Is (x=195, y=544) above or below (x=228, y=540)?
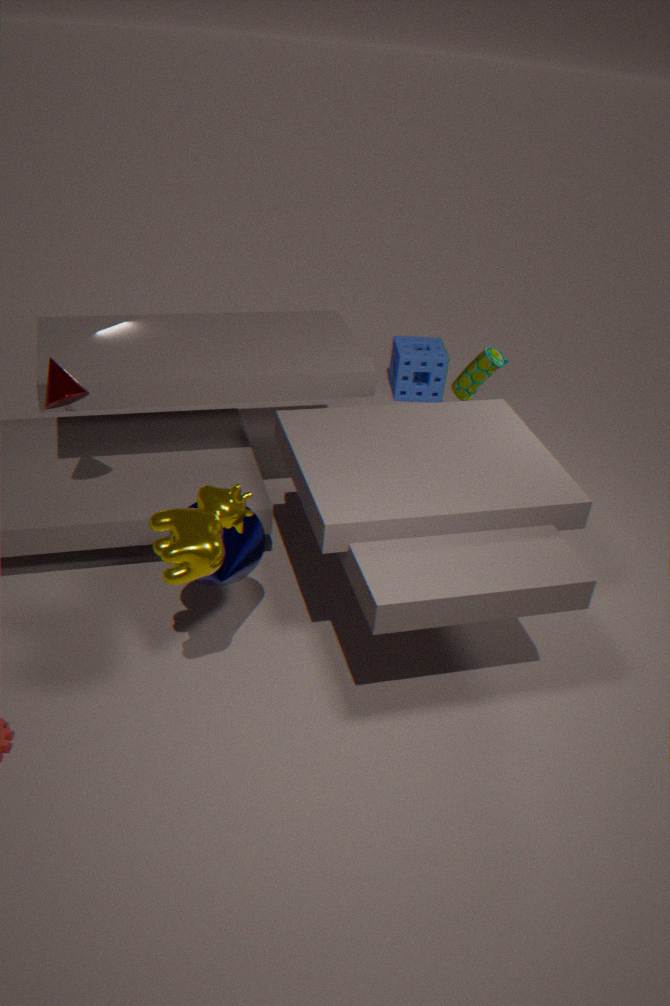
above
